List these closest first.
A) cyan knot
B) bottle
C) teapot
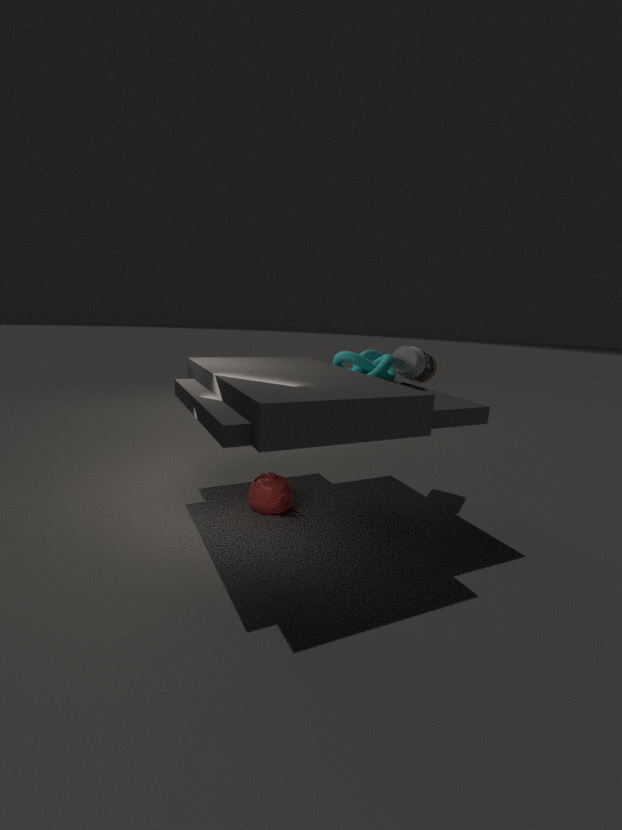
teapot, cyan knot, bottle
